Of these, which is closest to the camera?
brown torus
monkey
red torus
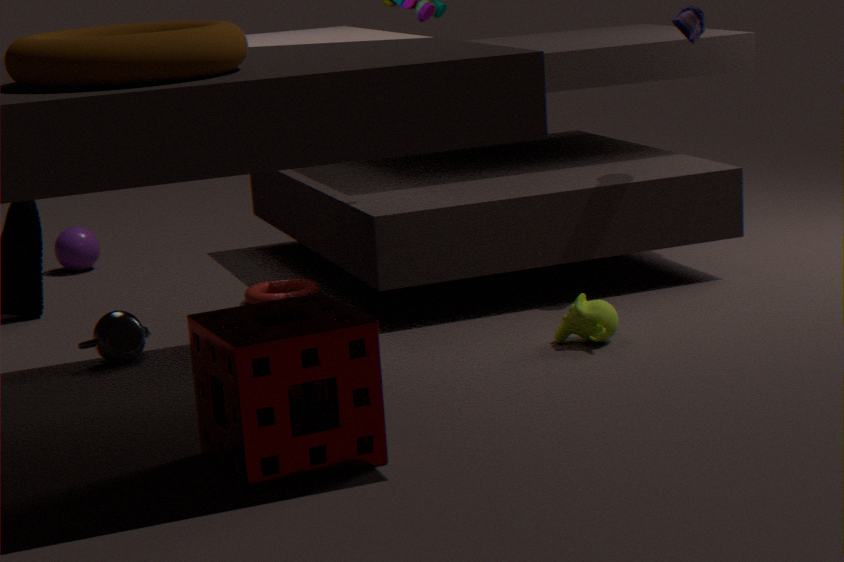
brown torus
